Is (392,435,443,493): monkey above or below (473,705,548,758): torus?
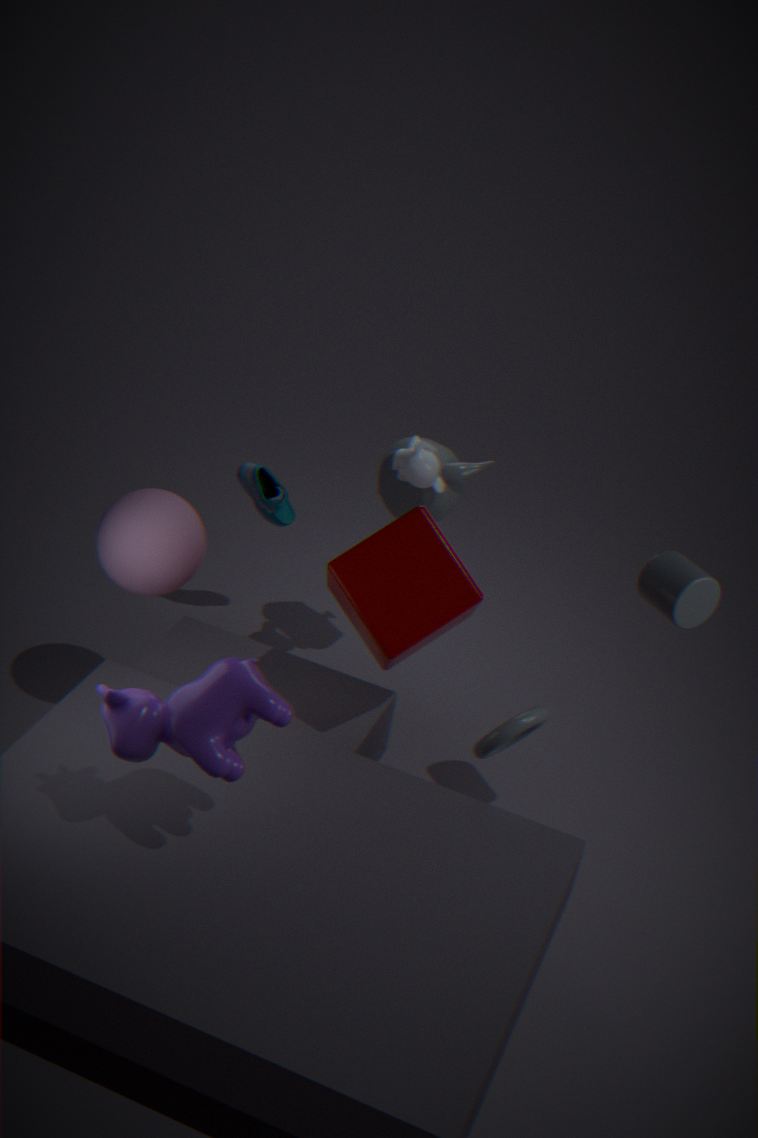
above
